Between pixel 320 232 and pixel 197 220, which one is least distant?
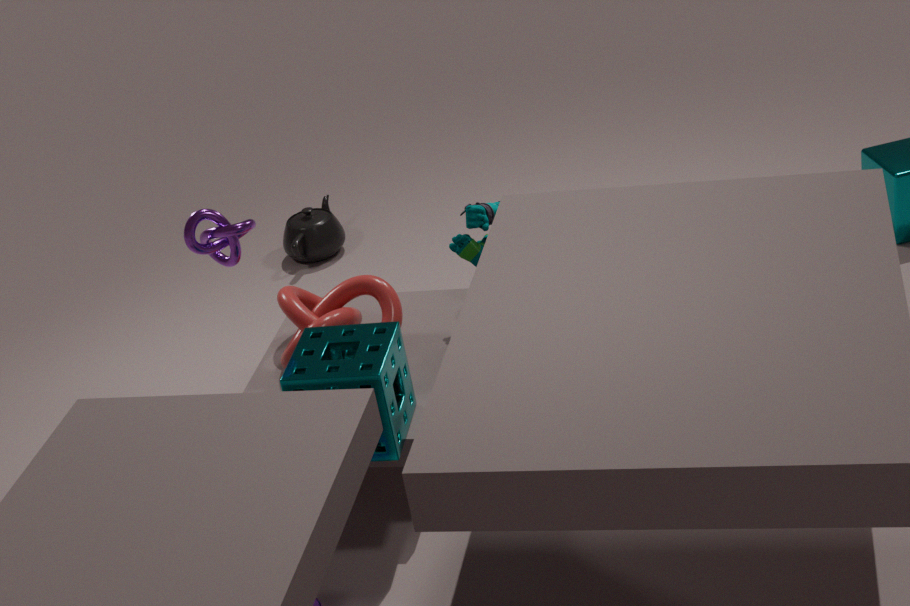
pixel 197 220
